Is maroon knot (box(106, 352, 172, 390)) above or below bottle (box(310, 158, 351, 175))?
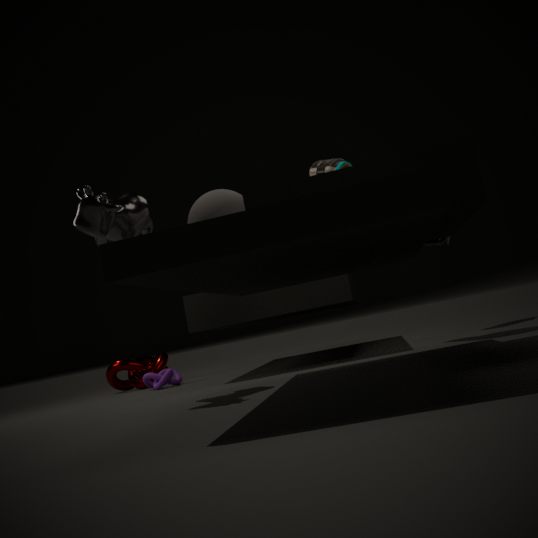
below
